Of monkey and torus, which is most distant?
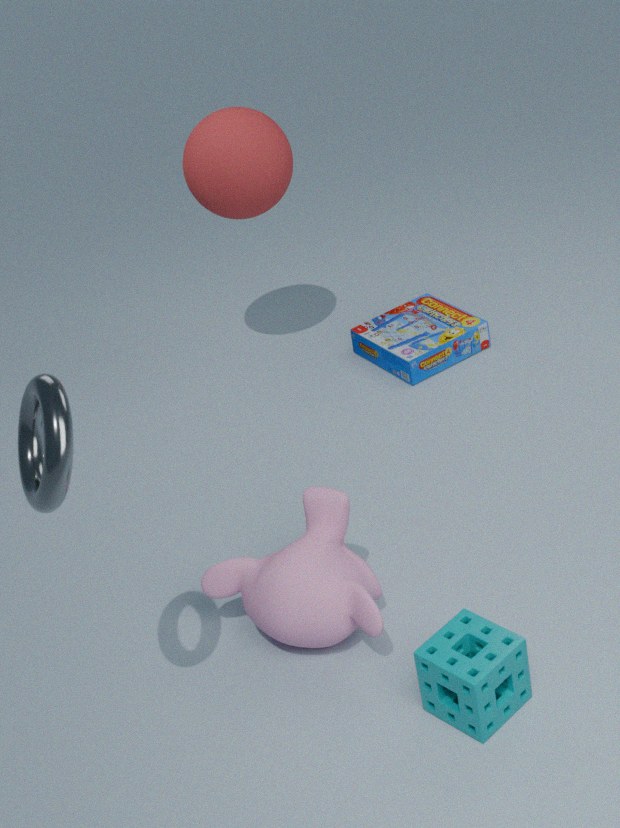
monkey
